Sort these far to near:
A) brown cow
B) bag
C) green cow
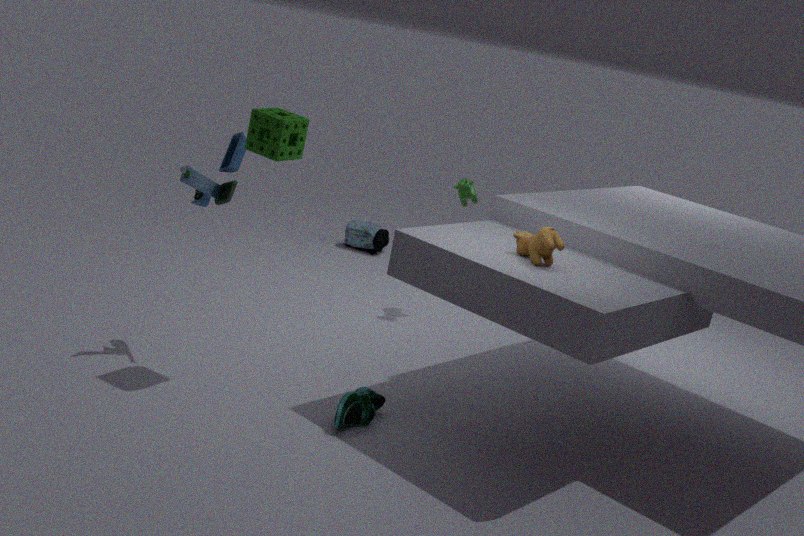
bag → green cow → brown cow
